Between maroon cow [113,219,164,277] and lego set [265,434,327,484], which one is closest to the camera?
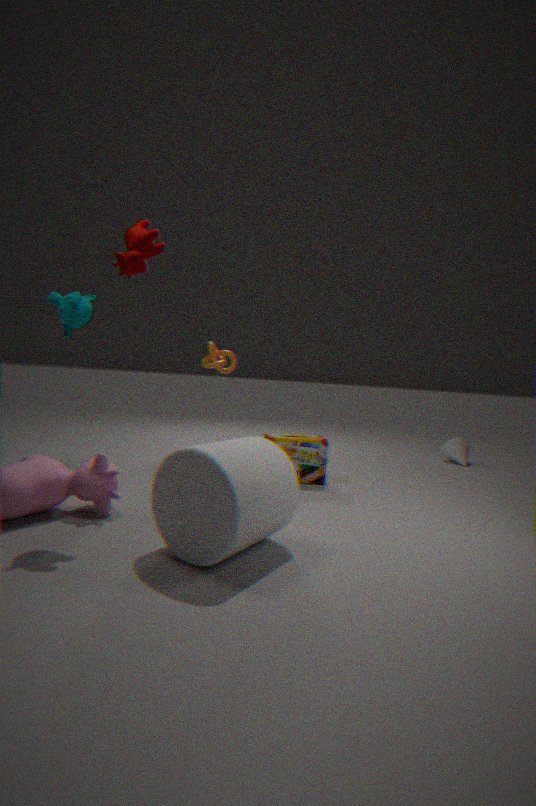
maroon cow [113,219,164,277]
